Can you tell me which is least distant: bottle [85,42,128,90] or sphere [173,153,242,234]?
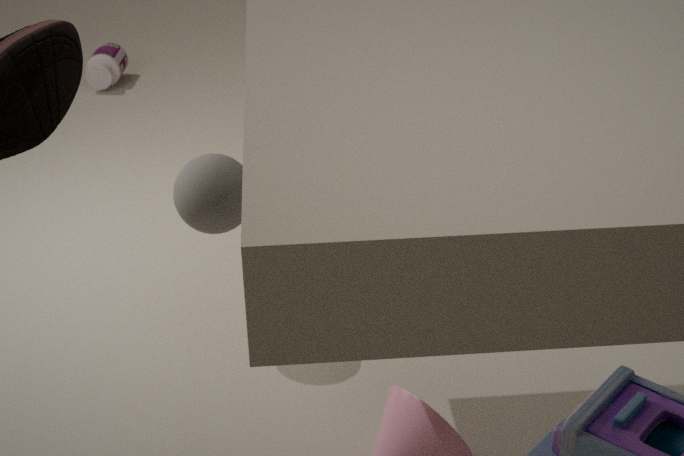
sphere [173,153,242,234]
